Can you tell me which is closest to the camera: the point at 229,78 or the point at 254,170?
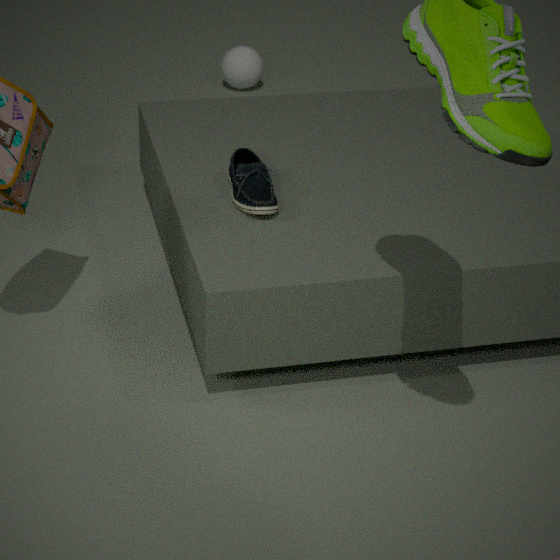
the point at 254,170
